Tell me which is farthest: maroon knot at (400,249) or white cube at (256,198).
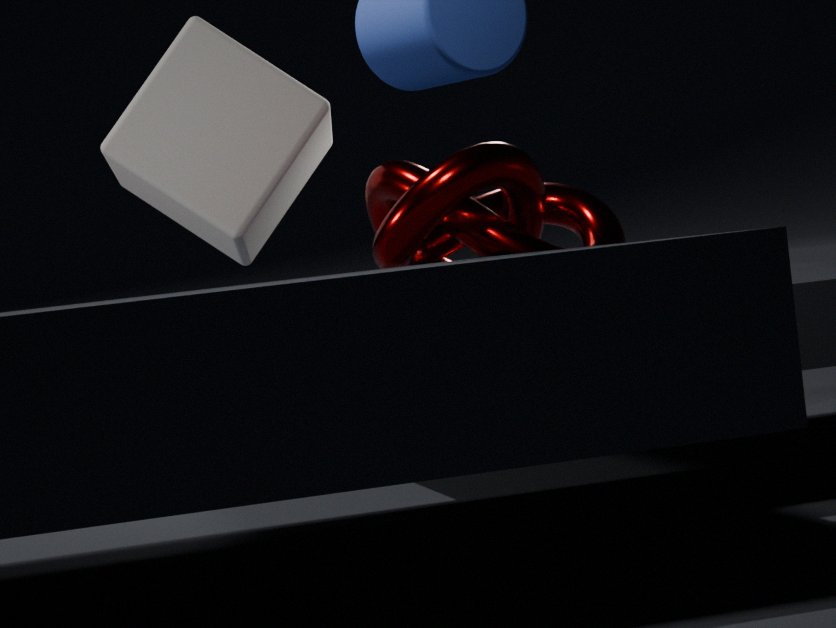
white cube at (256,198)
